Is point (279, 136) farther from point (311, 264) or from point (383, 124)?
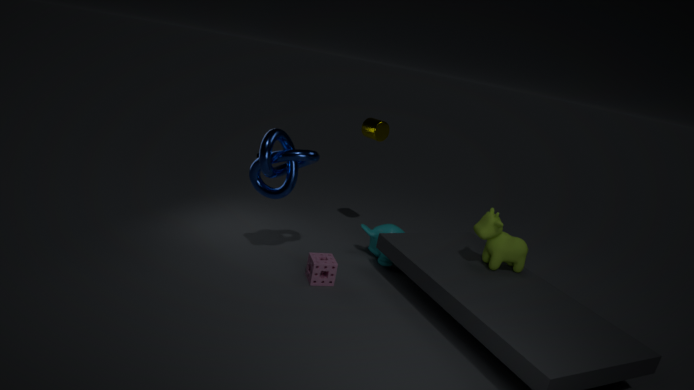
point (383, 124)
